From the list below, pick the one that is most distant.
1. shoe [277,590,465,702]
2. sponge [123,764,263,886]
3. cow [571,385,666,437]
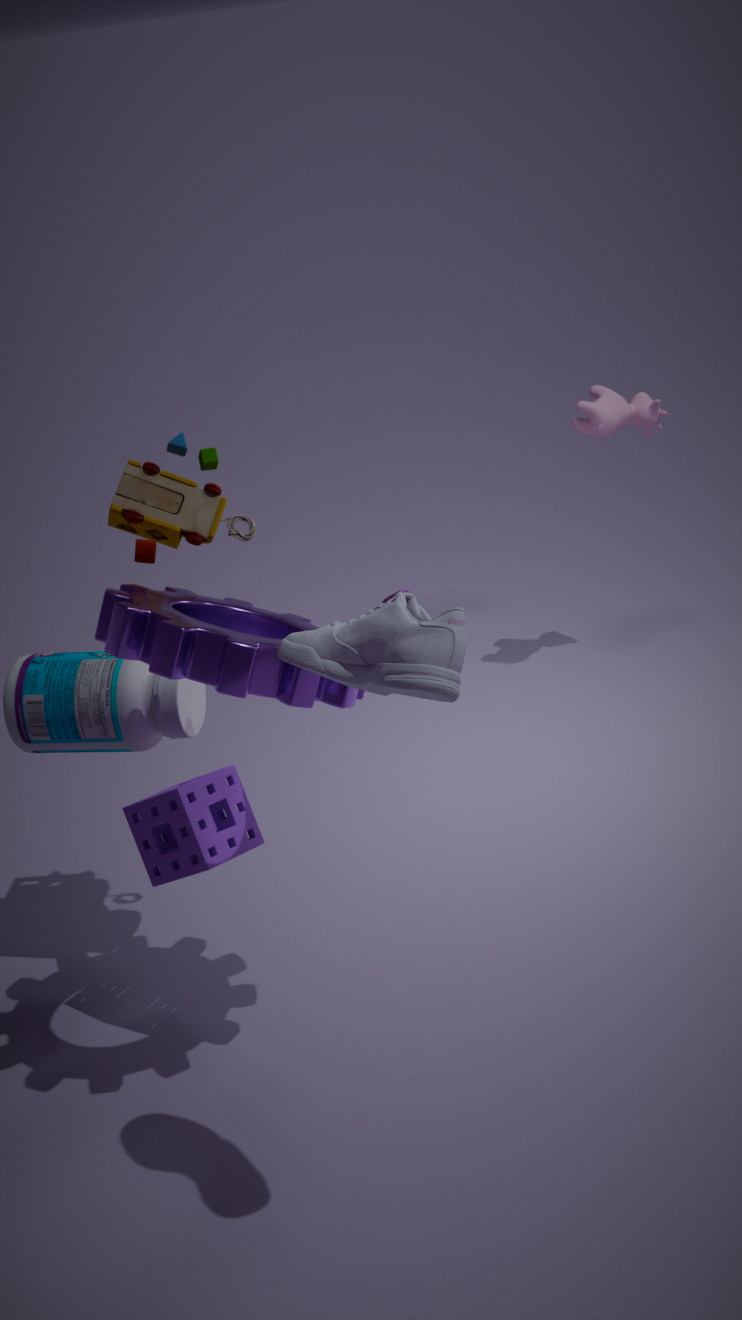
cow [571,385,666,437]
